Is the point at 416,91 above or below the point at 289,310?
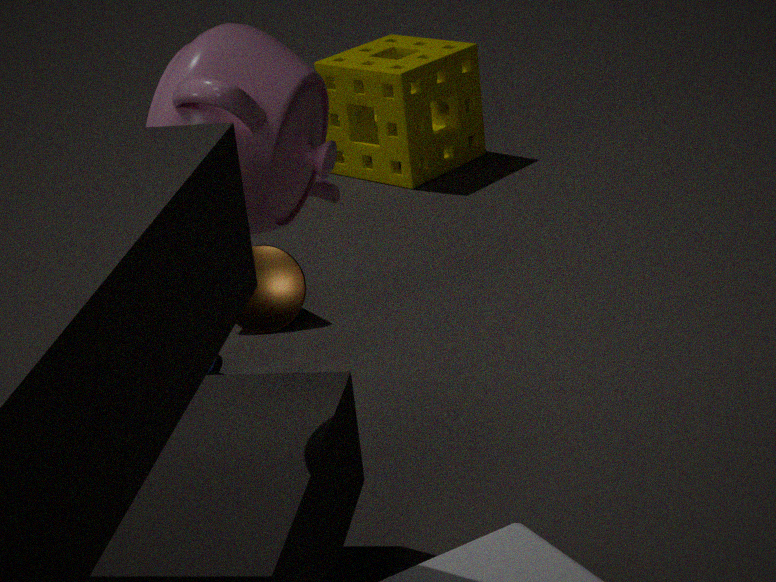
above
